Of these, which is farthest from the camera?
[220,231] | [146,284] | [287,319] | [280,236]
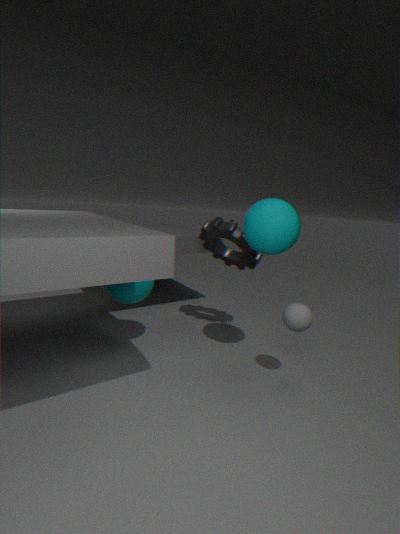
[220,231]
